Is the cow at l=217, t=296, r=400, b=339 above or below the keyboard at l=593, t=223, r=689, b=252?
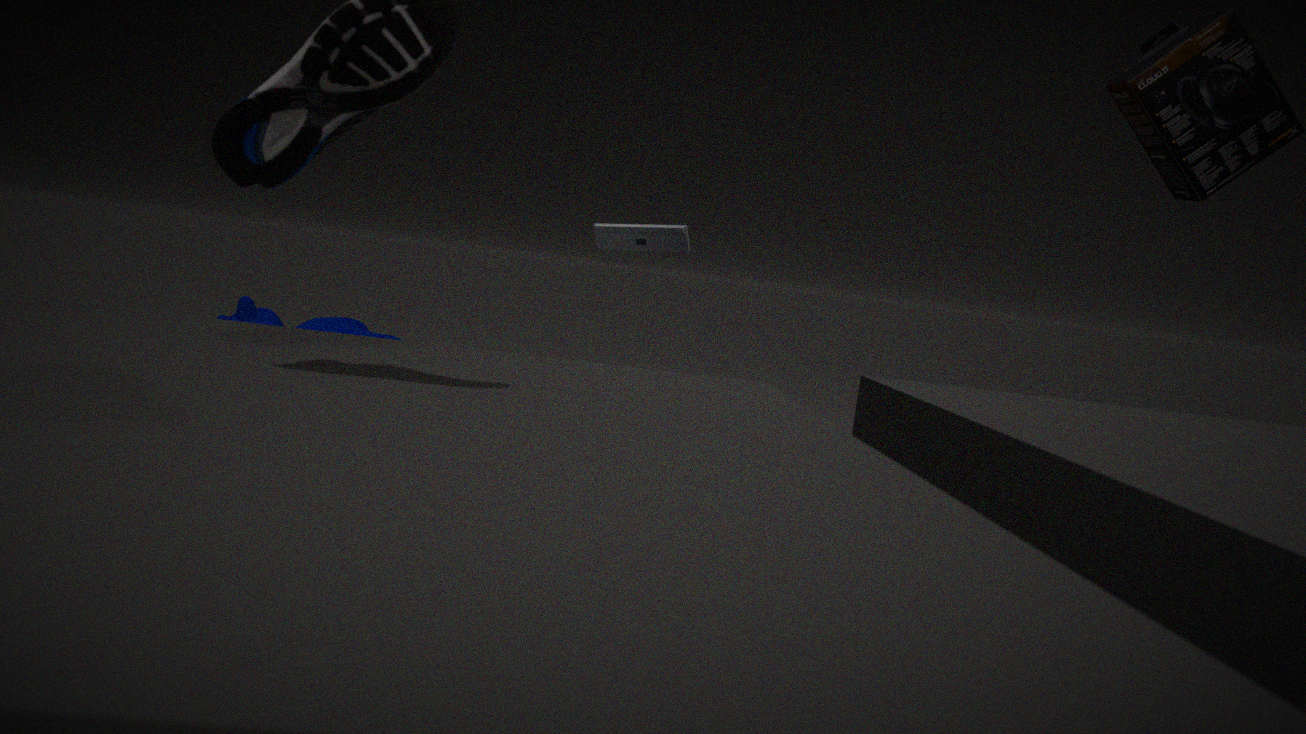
below
